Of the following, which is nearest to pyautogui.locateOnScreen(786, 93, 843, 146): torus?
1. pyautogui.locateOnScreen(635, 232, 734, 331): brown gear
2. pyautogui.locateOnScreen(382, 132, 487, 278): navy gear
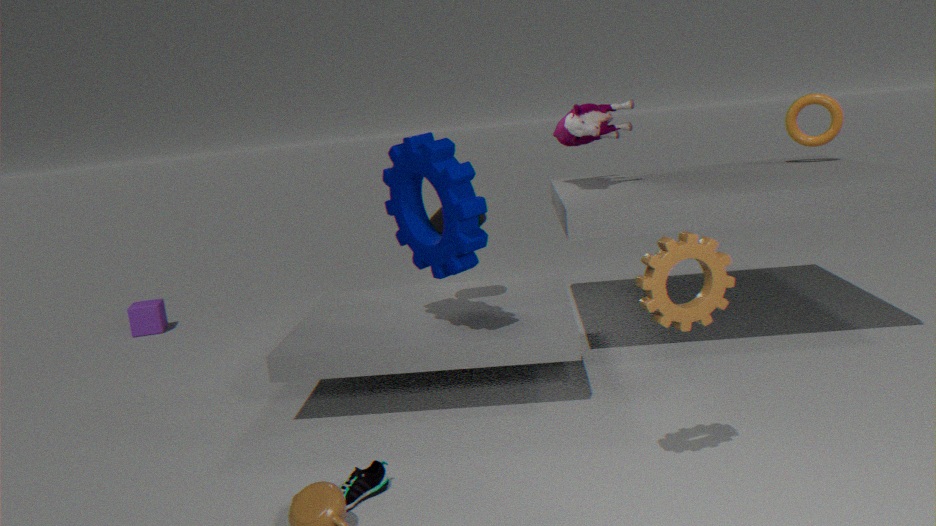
pyautogui.locateOnScreen(382, 132, 487, 278): navy gear
